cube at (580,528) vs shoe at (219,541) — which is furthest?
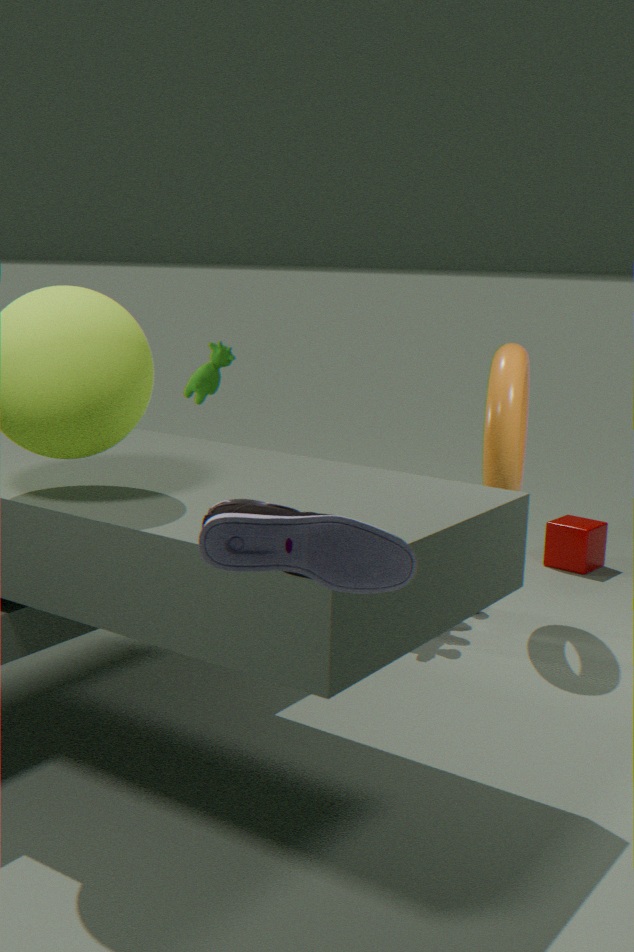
cube at (580,528)
